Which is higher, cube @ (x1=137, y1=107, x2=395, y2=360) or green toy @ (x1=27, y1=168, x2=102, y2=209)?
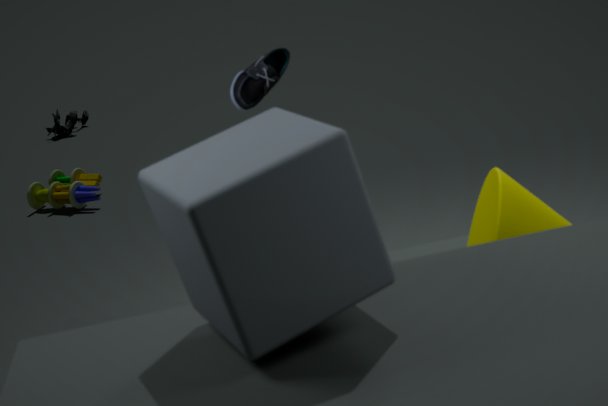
cube @ (x1=137, y1=107, x2=395, y2=360)
